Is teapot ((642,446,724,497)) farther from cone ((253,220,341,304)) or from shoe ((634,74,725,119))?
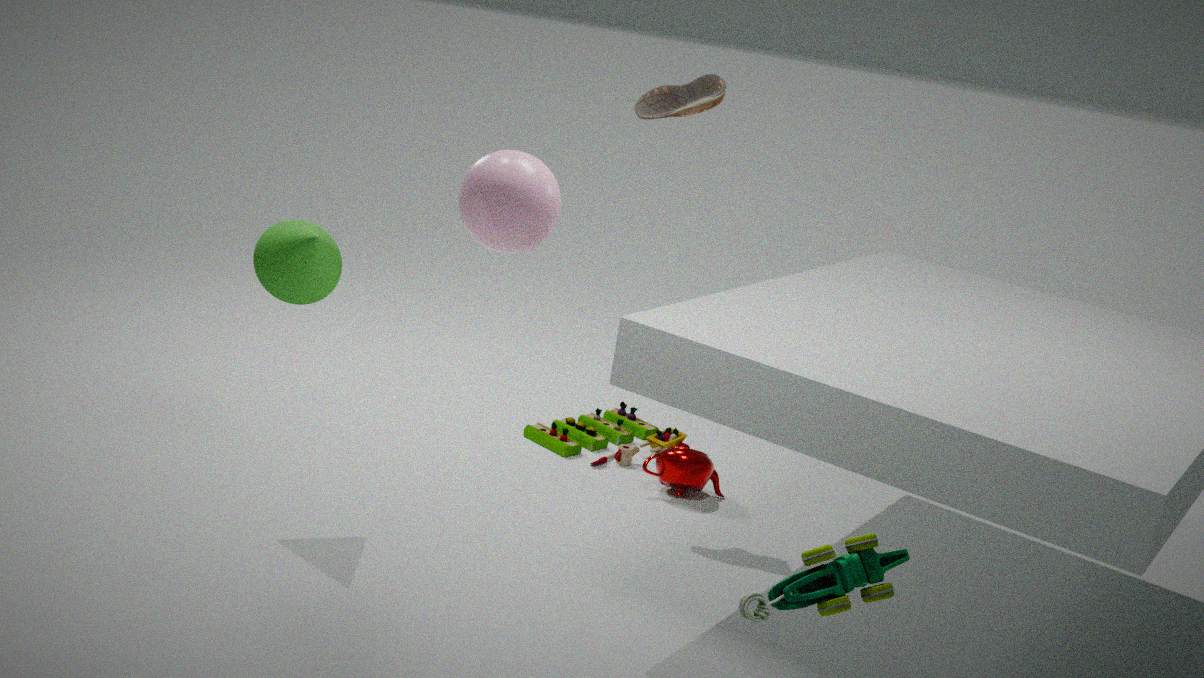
cone ((253,220,341,304))
